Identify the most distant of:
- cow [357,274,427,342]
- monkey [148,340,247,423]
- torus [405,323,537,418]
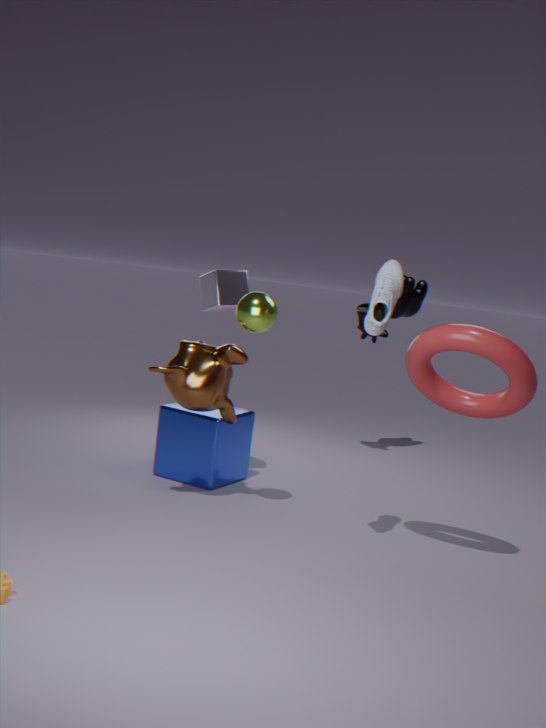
cow [357,274,427,342]
